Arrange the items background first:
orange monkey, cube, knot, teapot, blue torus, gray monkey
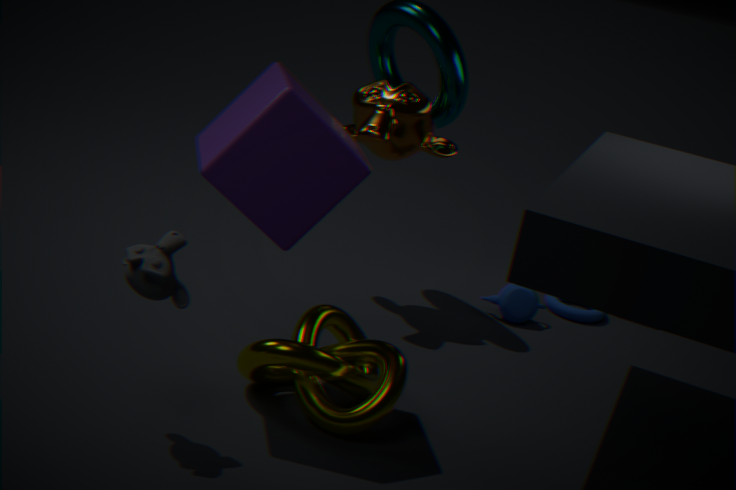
blue torus → teapot → orange monkey → knot → cube → gray monkey
